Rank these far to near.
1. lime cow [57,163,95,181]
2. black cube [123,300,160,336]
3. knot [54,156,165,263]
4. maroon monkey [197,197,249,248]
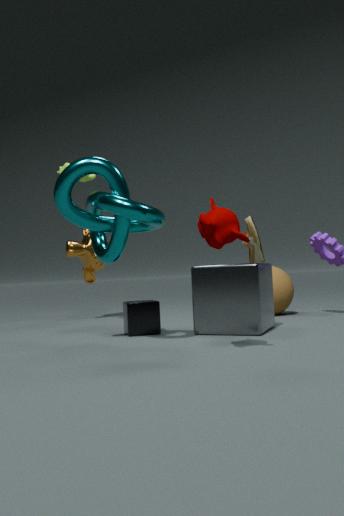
lime cow [57,163,95,181], black cube [123,300,160,336], knot [54,156,165,263], maroon monkey [197,197,249,248]
